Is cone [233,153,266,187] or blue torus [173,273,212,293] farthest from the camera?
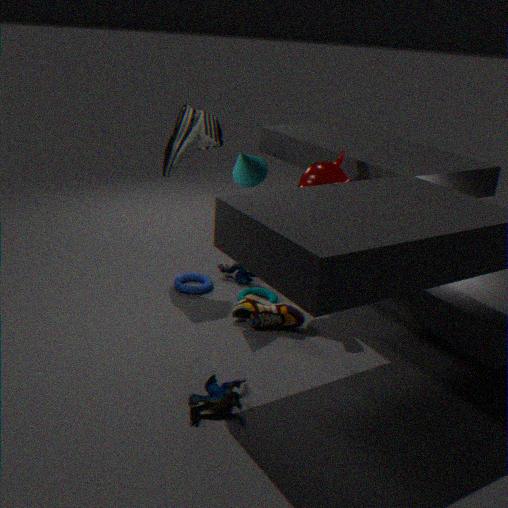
blue torus [173,273,212,293]
